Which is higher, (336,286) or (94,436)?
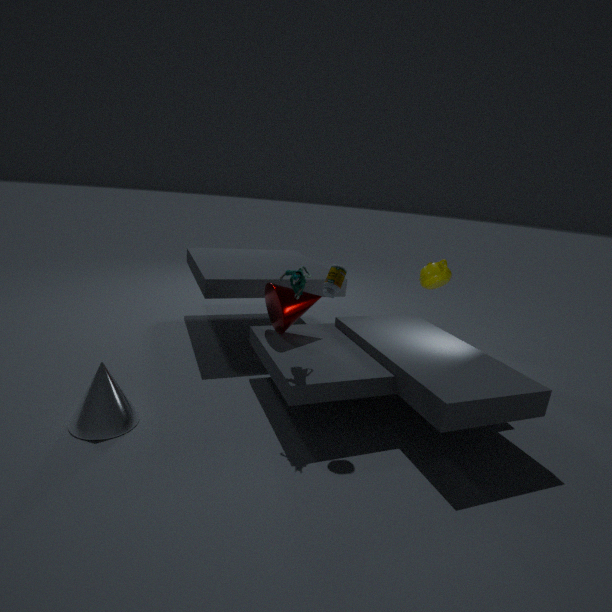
(336,286)
